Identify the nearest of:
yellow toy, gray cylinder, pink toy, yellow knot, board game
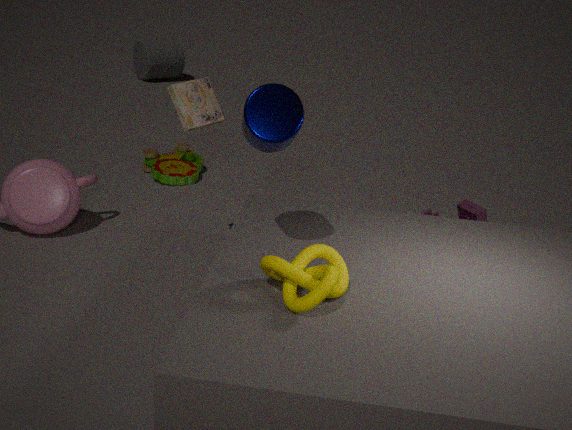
yellow knot
